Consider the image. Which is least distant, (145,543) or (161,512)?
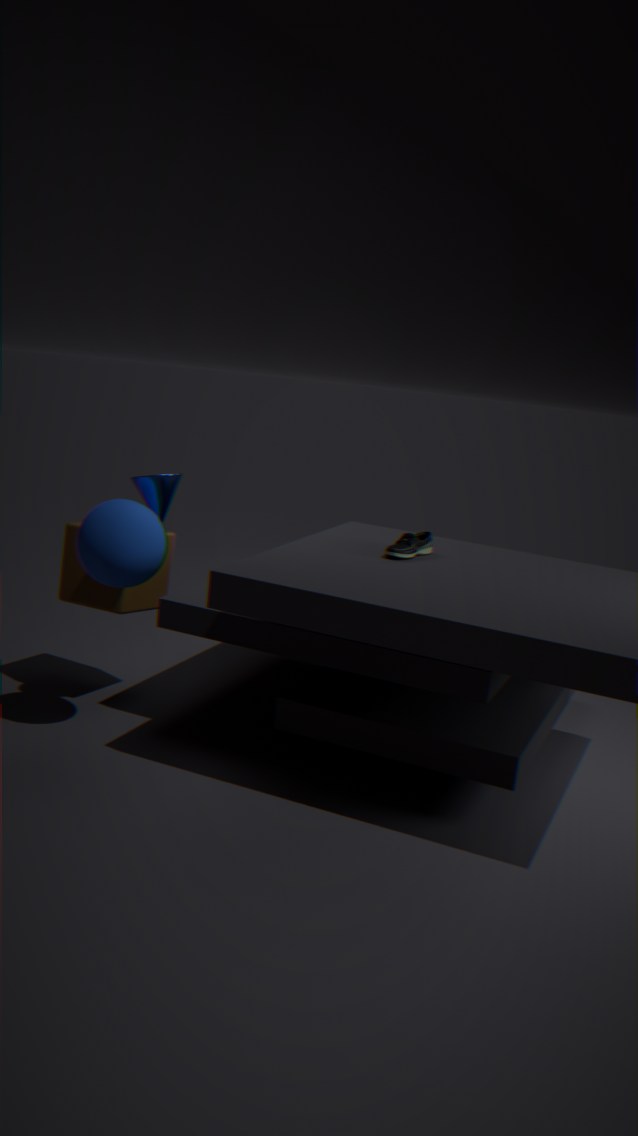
(145,543)
